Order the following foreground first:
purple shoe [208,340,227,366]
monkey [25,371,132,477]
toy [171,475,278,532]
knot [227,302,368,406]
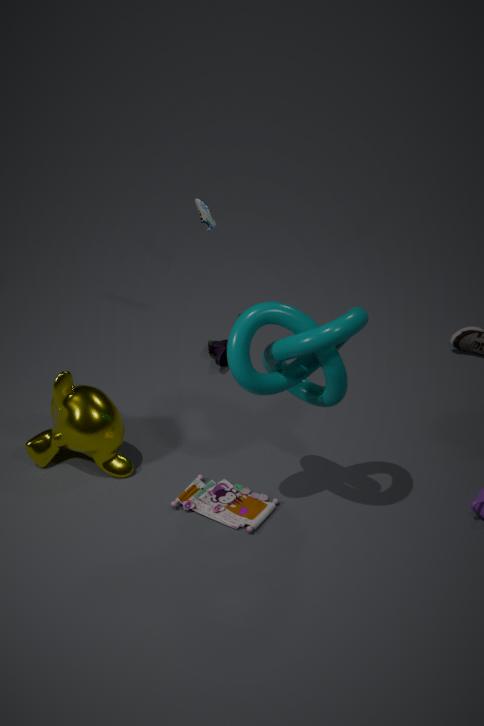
knot [227,302,368,406] → toy [171,475,278,532] → monkey [25,371,132,477] → purple shoe [208,340,227,366]
